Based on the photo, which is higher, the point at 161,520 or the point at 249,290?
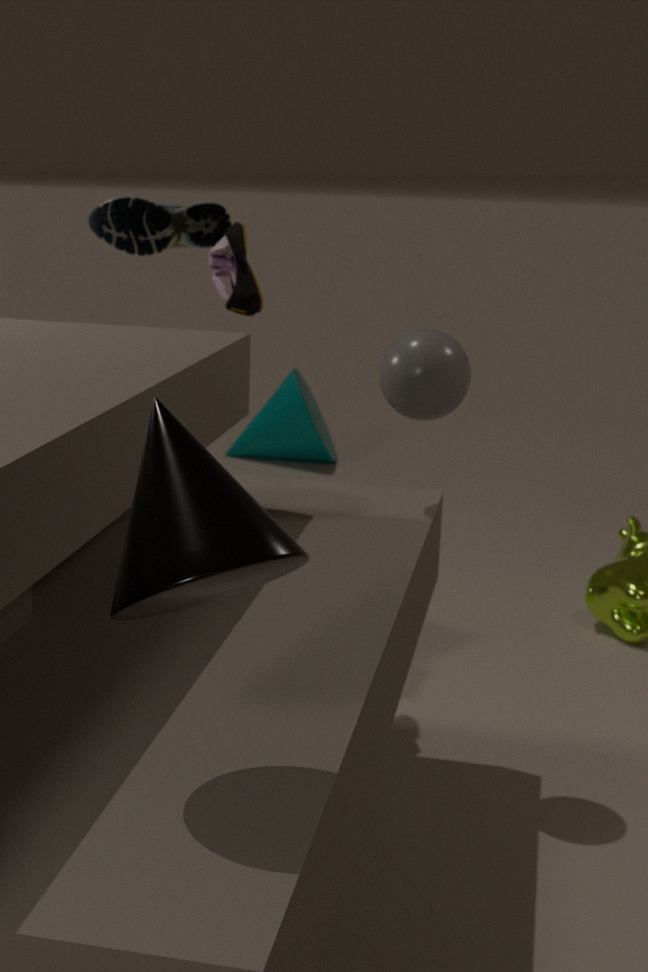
the point at 249,290
